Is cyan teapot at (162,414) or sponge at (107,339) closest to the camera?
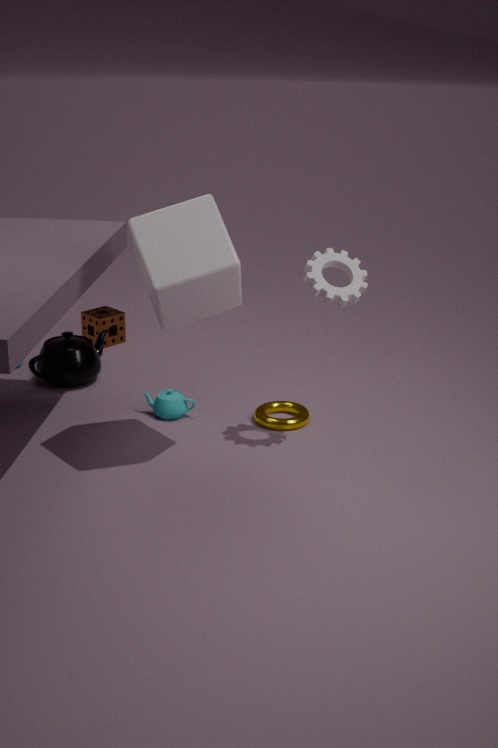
cyan teapot at (162,414)
